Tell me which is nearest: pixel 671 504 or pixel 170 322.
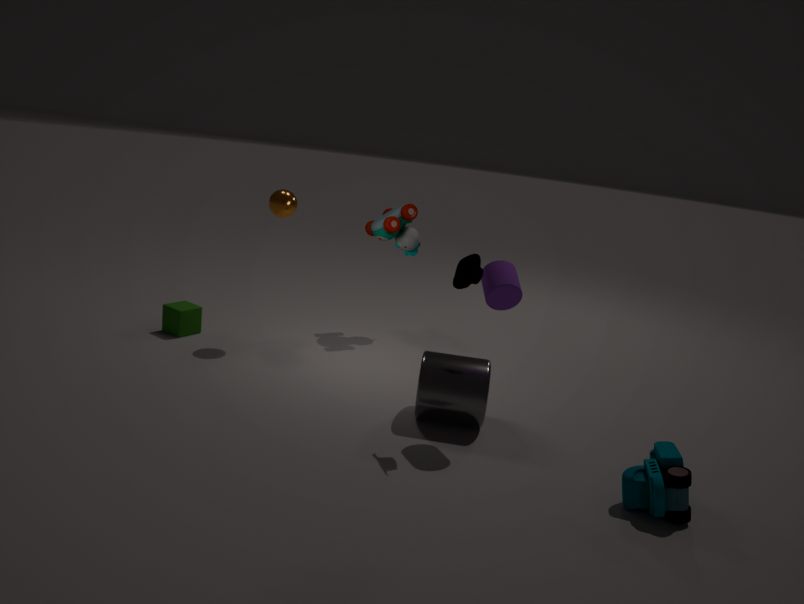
pixel 671 504
